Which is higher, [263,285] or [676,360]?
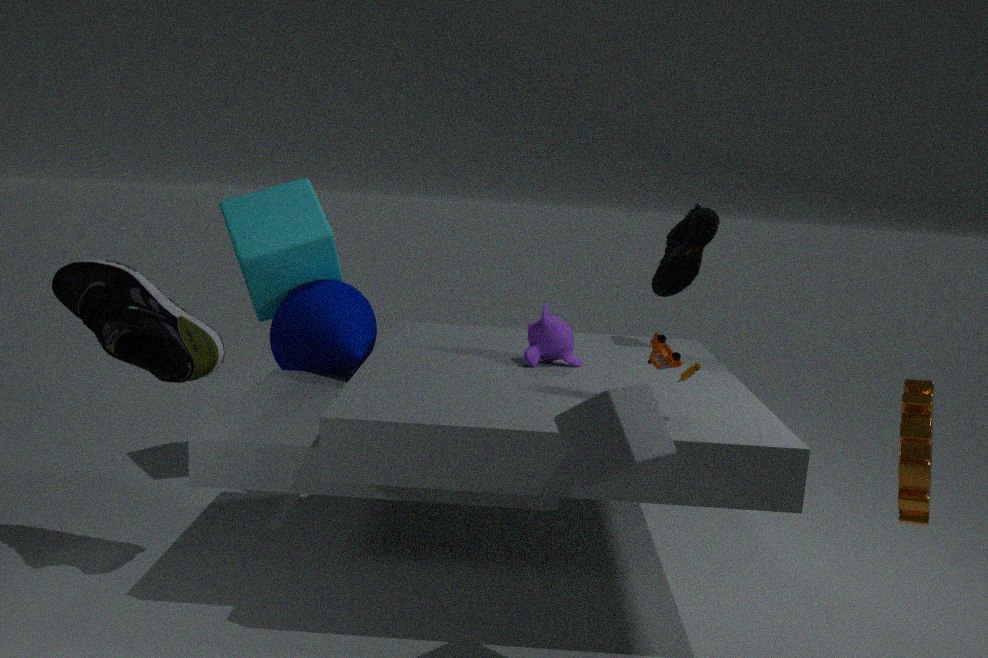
[263,285]
